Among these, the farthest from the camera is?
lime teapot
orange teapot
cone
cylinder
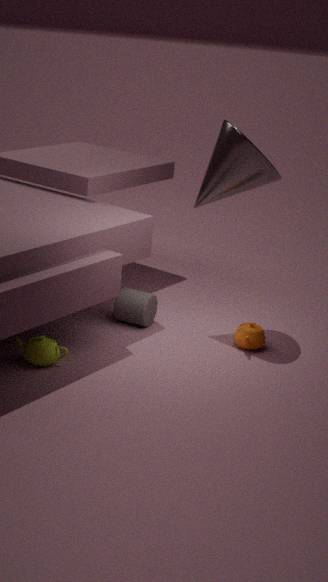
cylinder
